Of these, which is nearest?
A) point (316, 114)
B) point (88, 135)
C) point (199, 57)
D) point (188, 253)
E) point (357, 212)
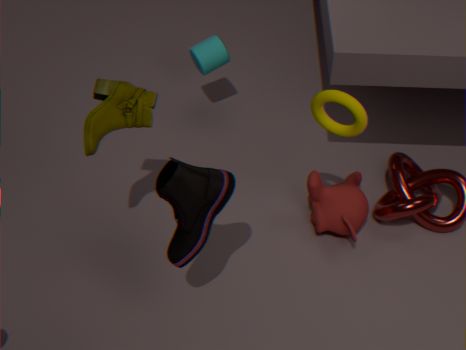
point (188, 253)
